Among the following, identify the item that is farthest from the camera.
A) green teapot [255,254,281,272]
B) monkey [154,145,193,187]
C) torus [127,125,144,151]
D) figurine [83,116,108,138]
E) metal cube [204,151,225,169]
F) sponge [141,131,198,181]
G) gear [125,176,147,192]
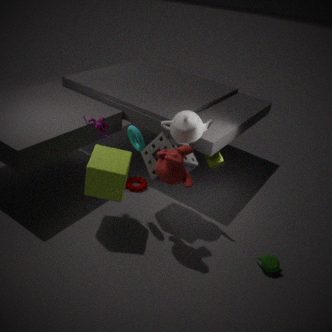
gear [125,176,147,192]
